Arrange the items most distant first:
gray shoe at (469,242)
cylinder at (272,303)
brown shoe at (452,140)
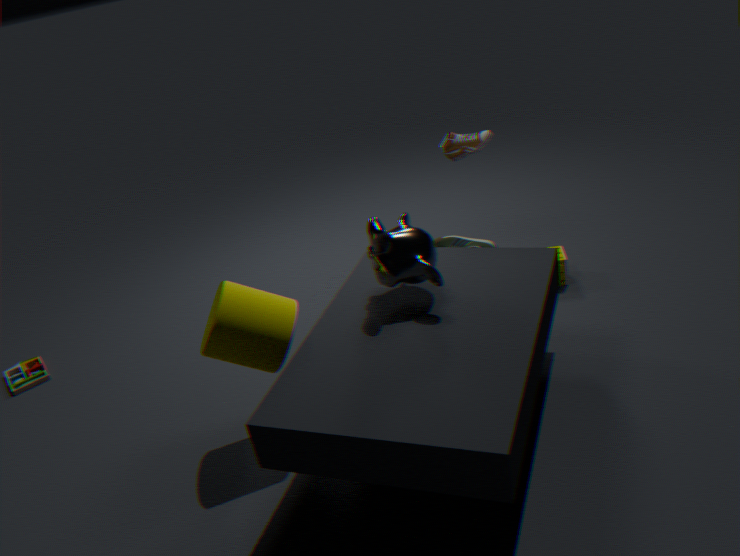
1. gray shoe at (469,242)
2. brown shoe at (452,140)
3. cylinder at (272,303)
